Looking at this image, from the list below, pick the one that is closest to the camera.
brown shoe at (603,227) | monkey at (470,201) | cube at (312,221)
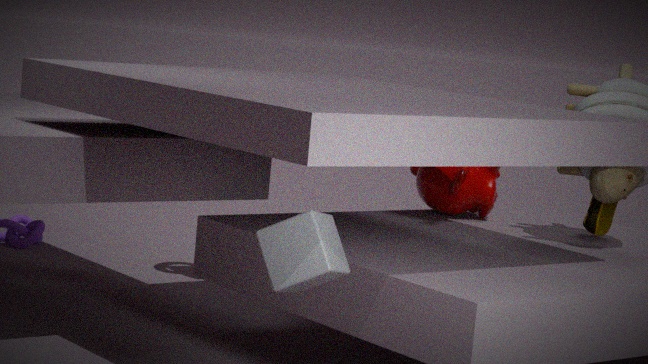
cube at (312,221)
